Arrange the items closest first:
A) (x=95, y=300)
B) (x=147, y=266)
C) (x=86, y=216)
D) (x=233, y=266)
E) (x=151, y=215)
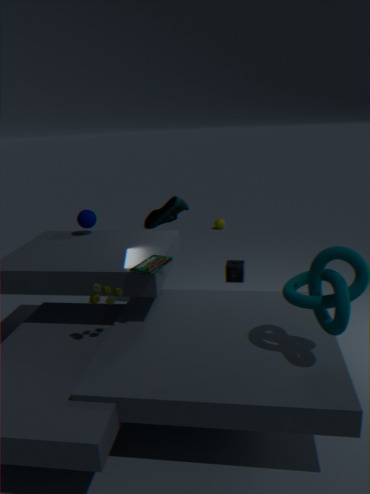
(x=95, y=300)
(x=147, y=266)
(x=86, y=216)
(x=233, y=266)
(x=151, y=215)
